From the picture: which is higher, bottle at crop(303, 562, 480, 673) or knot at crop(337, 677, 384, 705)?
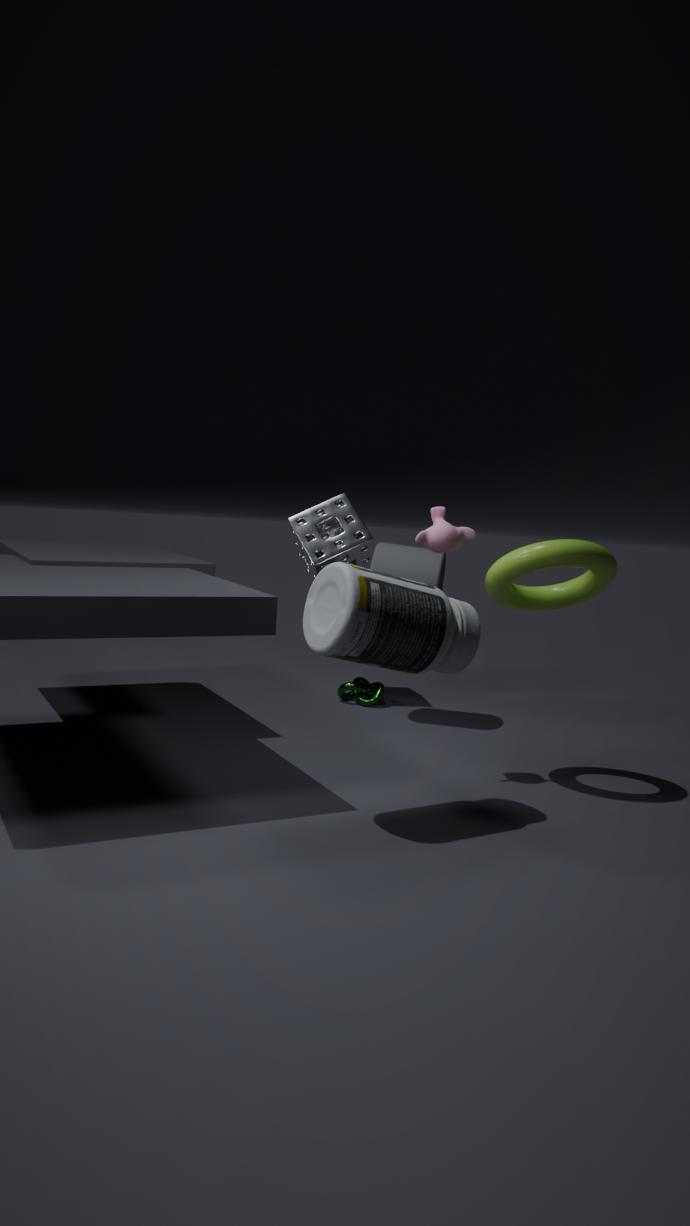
bottle at crop(303, 562, 480, 673)
